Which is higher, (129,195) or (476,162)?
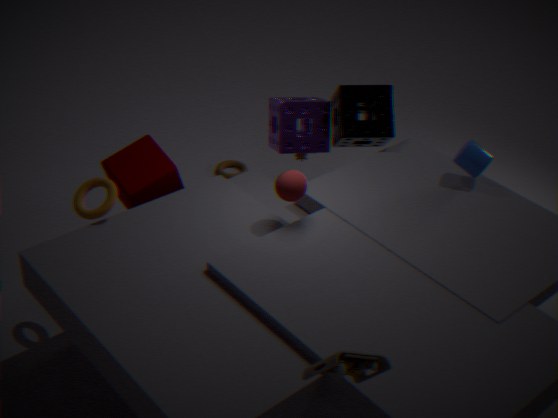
(476,162)
